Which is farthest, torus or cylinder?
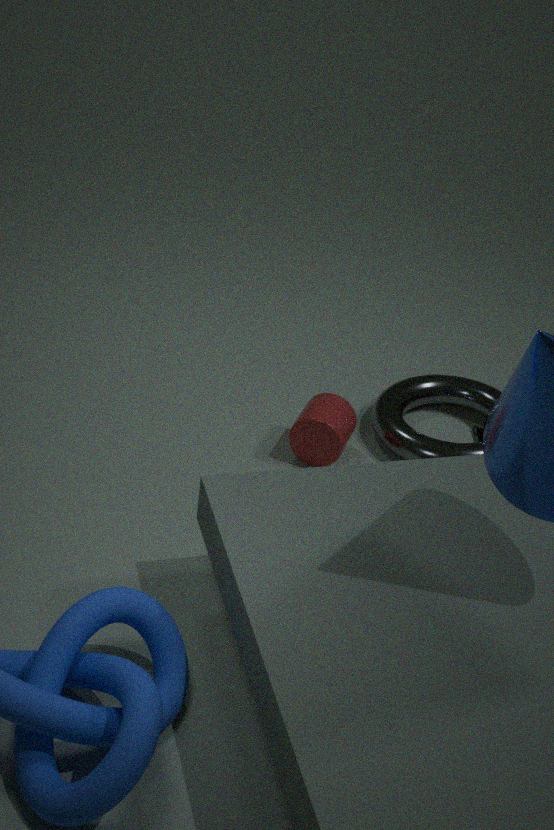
torus
